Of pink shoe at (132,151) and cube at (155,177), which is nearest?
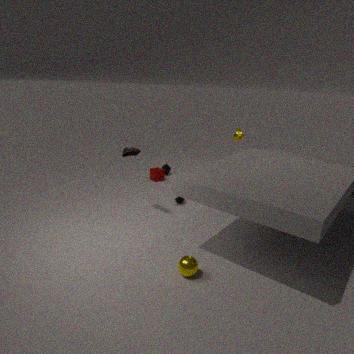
pink shoe at (132,151)
